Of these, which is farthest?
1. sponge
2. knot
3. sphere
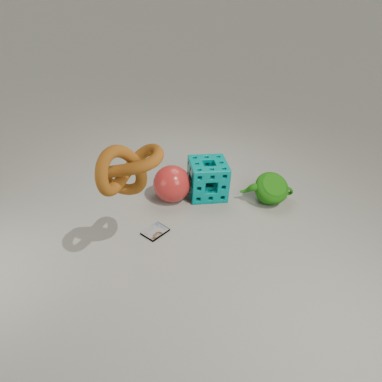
sponge
